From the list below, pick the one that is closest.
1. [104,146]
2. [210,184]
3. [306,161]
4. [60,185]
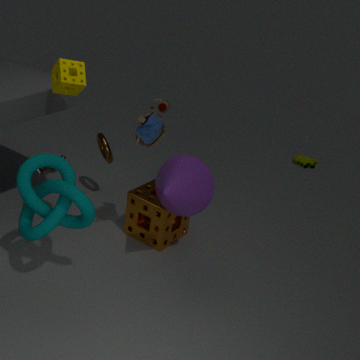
[60,185]
